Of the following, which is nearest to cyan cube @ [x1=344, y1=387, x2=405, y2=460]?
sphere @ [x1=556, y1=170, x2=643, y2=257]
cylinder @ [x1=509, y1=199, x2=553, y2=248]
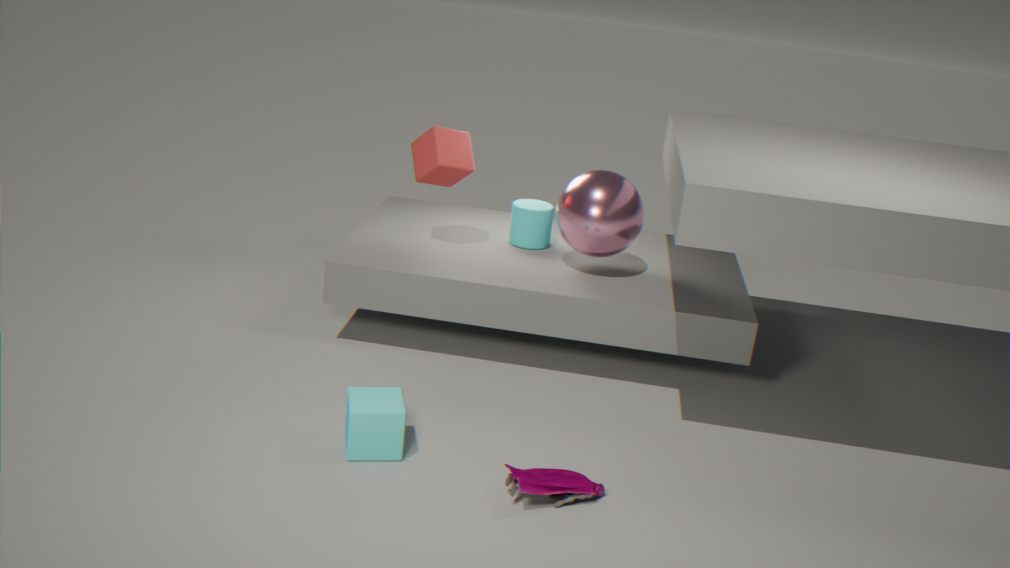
sphere @ [x1=556, y1=170, x2=643, y2=257]
